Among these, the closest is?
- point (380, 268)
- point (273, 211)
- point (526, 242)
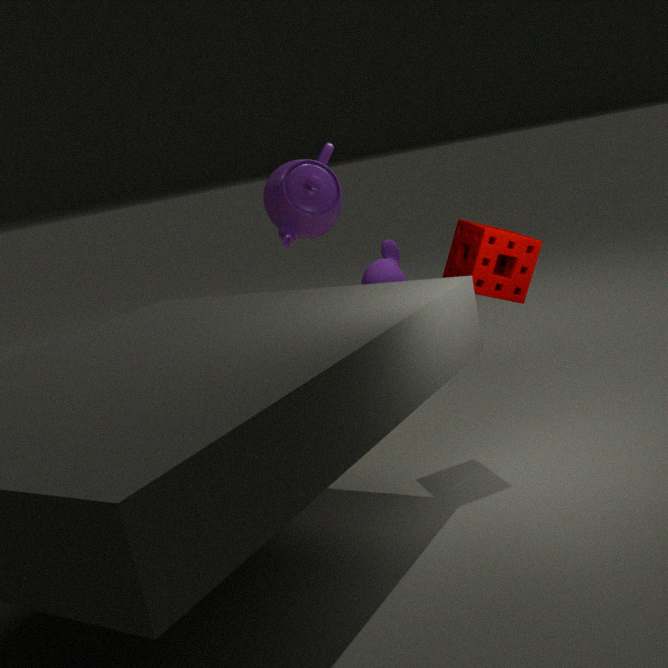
point (526, 242)
